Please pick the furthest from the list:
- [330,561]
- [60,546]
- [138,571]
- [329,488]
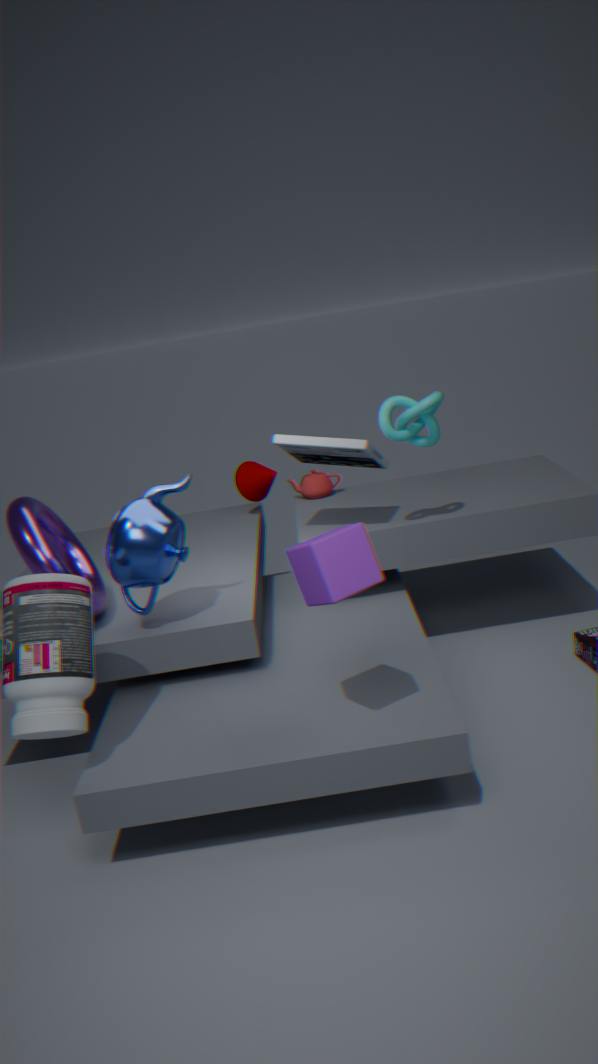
[329,488]
